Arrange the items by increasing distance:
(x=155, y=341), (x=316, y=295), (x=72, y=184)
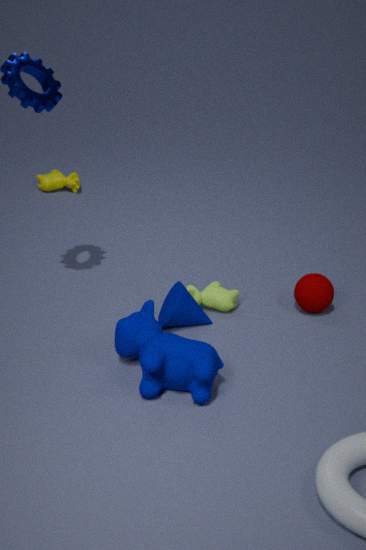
(x=155, y=341) < (x=316, y=295) < (x=72, y=184)
